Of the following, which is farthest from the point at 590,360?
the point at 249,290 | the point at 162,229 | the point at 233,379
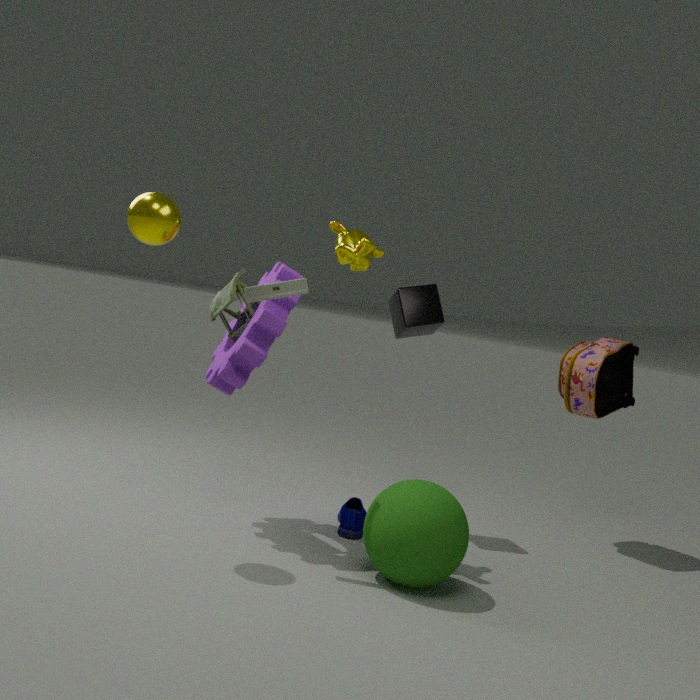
the point at 162,229
